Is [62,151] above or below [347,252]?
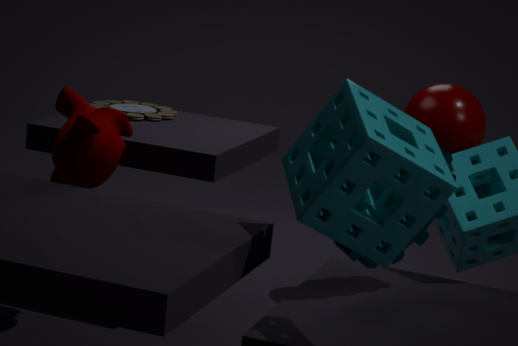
above
